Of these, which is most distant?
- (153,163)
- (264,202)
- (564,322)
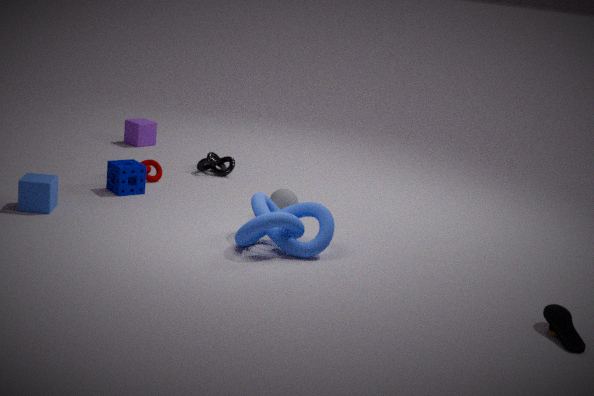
(153,163)
